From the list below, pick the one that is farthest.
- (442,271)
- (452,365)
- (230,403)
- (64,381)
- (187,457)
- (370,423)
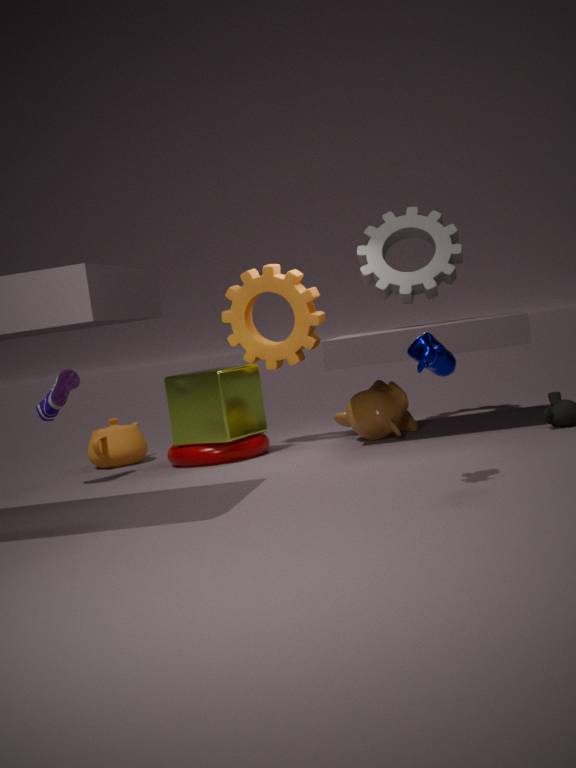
(442,271)
